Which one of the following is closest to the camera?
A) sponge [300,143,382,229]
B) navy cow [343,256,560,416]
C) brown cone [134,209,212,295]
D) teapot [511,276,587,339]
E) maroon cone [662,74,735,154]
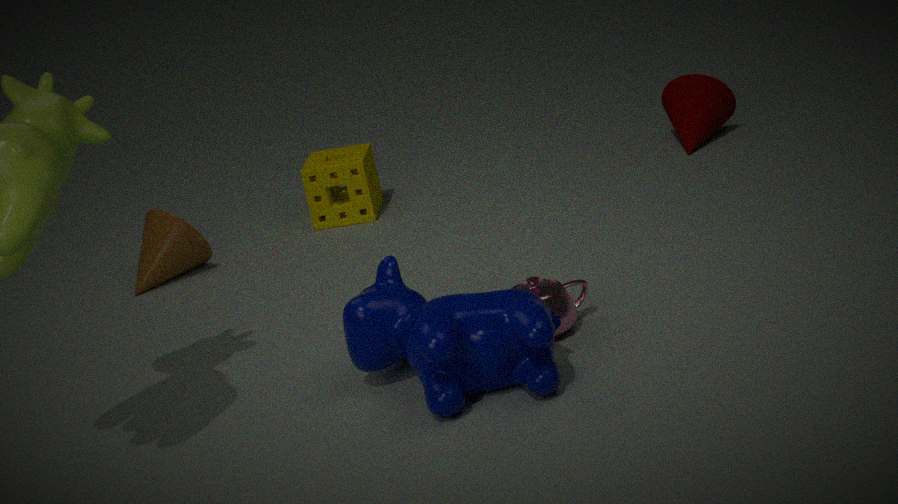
navy cow [343,256,560,416]
